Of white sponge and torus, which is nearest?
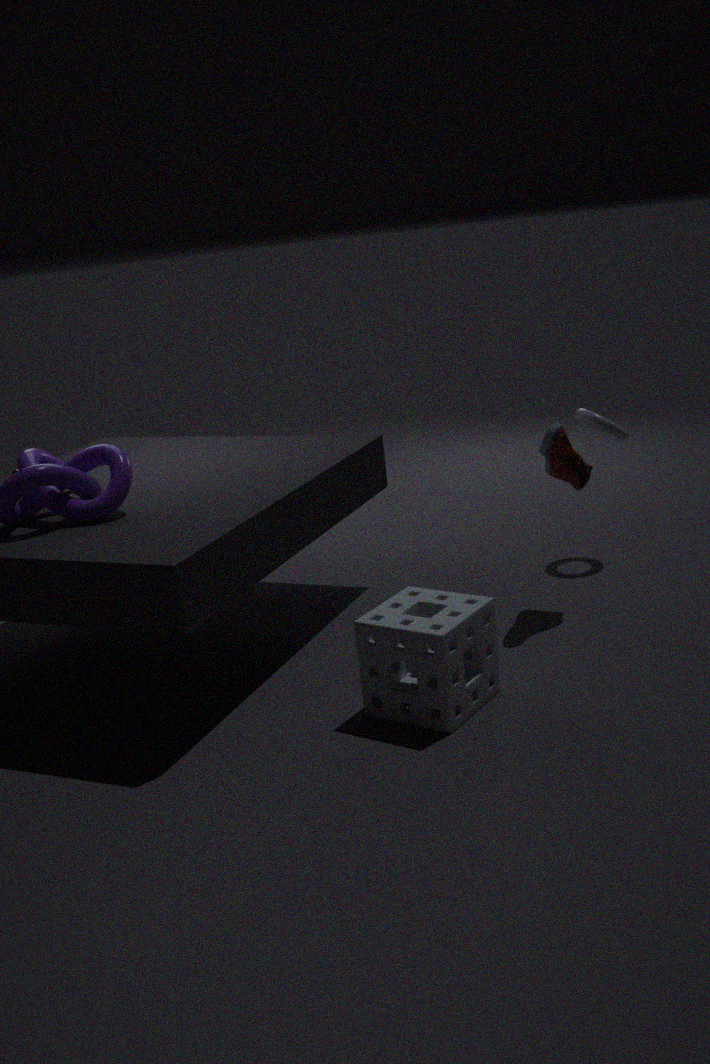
white sponge
